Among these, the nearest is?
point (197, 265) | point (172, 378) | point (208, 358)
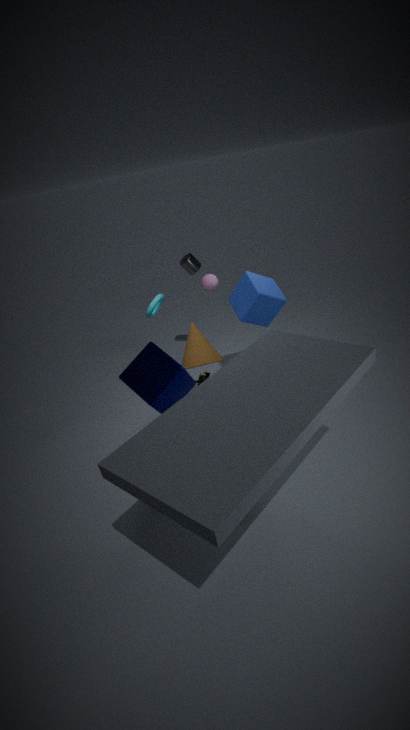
point (172, 378)
